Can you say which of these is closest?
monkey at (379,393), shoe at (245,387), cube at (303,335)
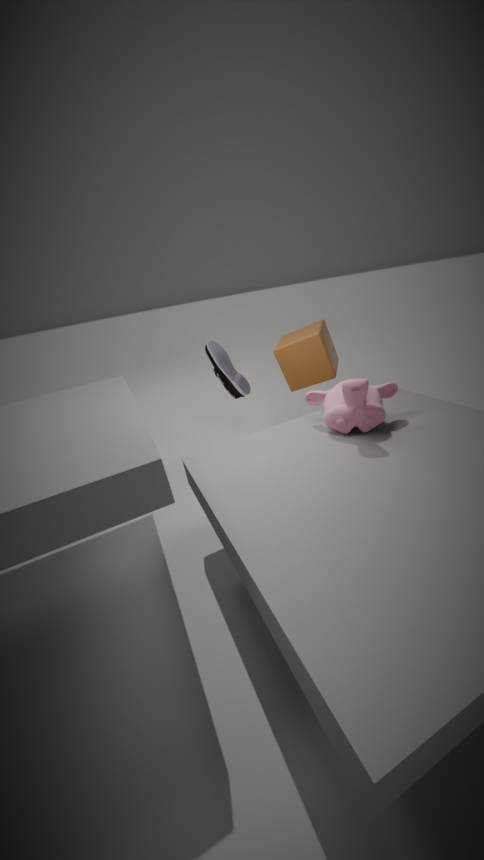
monkey at (379,393)
